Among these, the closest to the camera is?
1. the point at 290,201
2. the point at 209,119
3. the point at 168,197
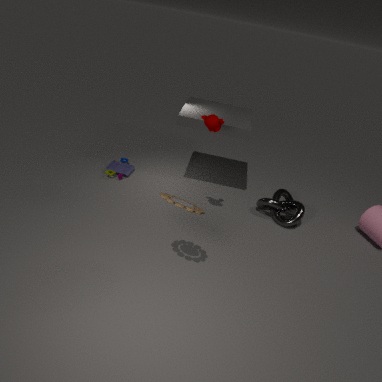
the point at 168,197
